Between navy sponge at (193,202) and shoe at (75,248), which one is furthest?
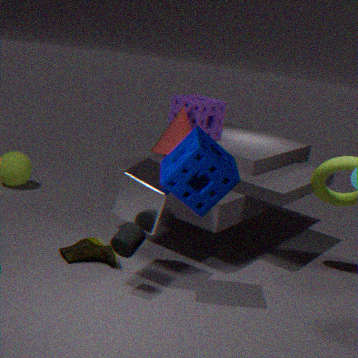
shoe at (75,248)
